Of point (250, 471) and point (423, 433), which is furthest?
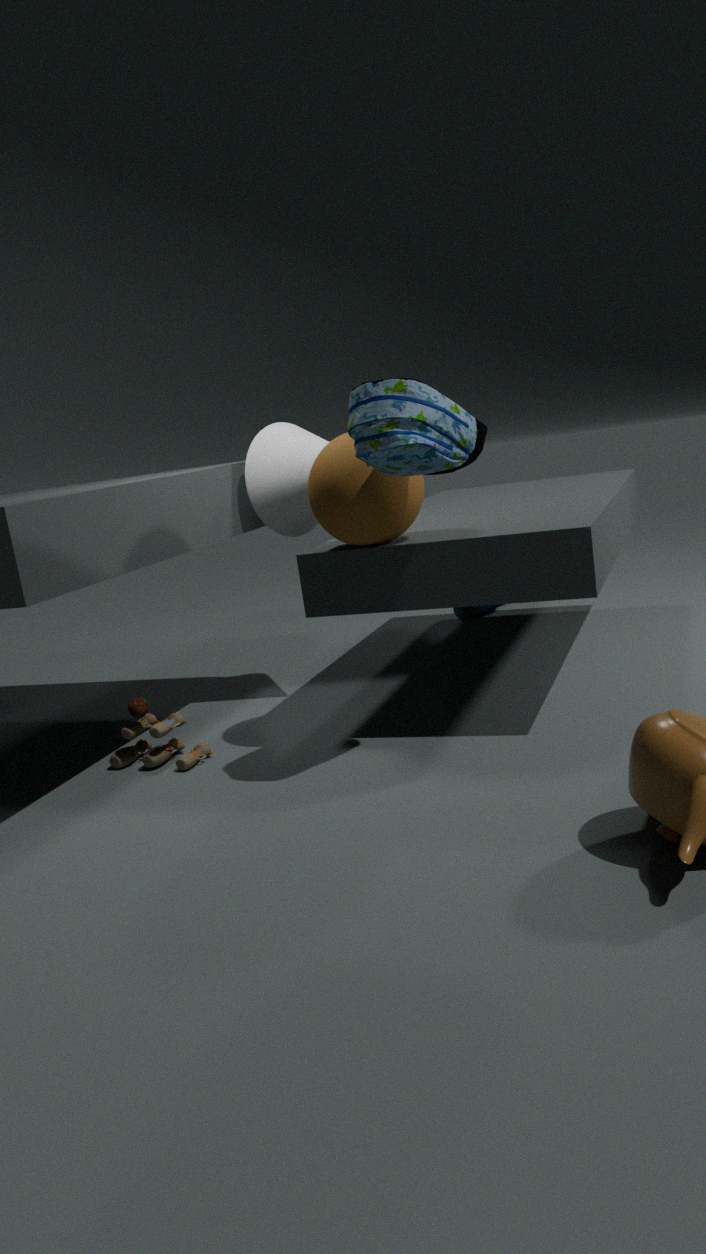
point (250, 471)
